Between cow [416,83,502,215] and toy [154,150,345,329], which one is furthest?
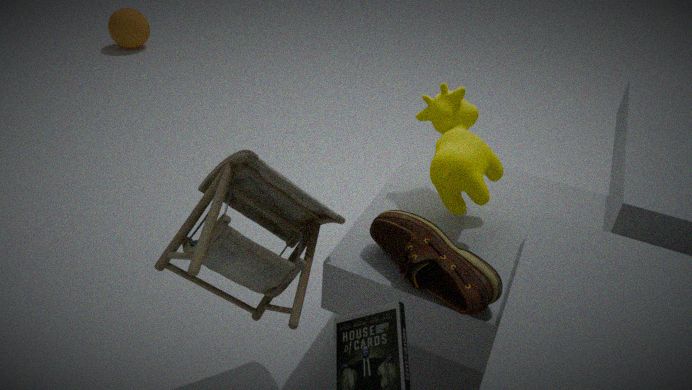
cow [416,83,502,215]
